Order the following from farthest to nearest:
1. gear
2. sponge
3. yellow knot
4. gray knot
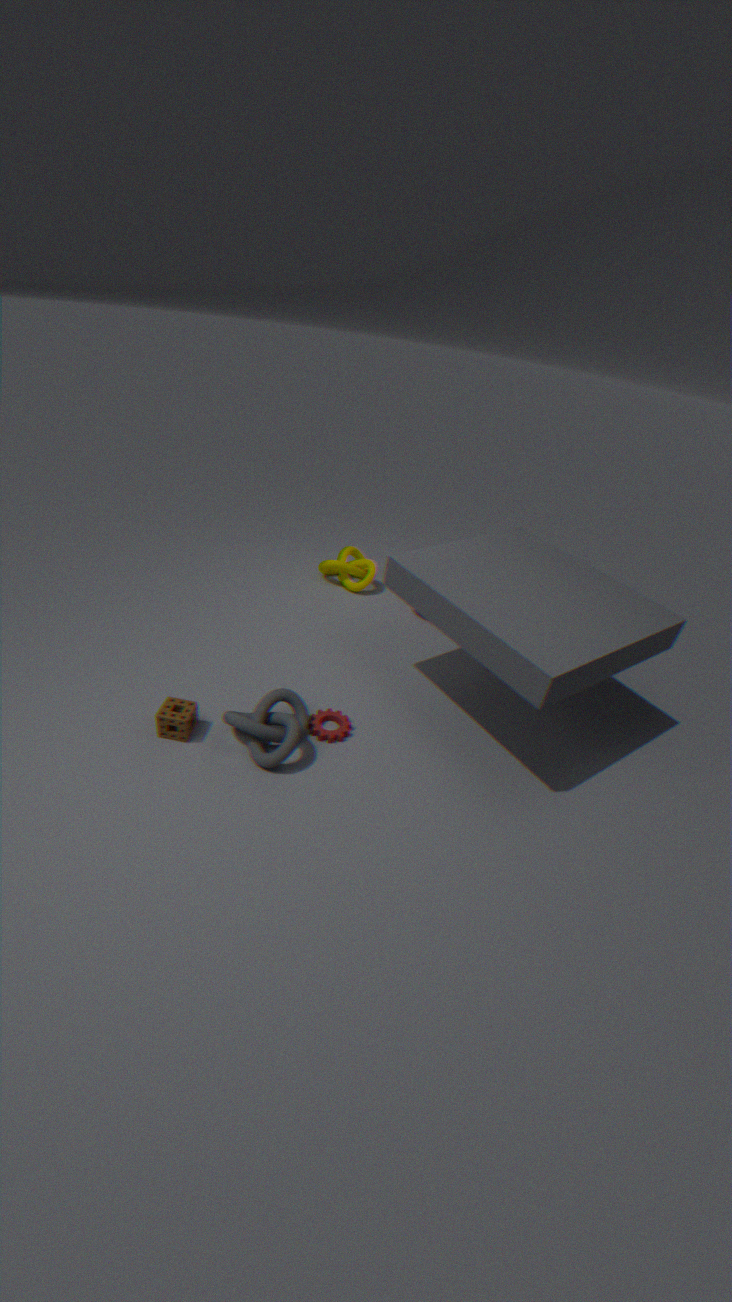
yellow knot → gear → sponge → gray knot
